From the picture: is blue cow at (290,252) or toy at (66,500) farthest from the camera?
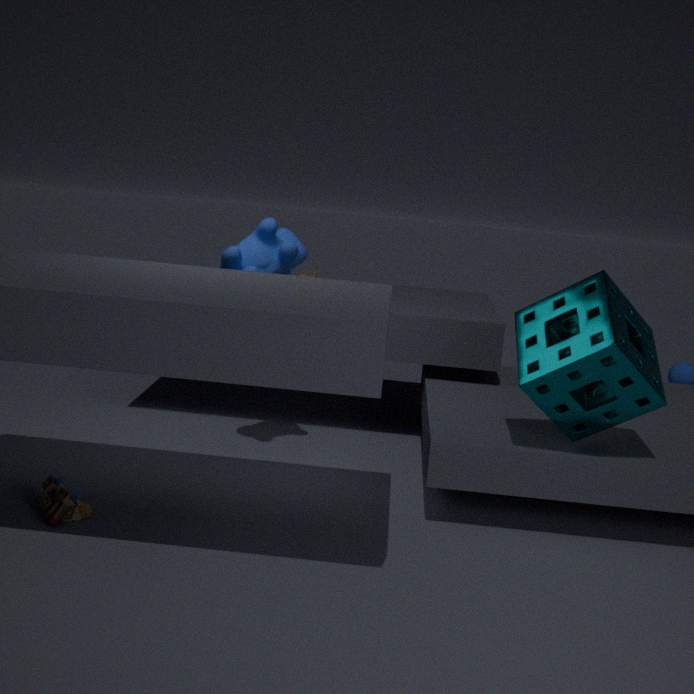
blue cow at (290,252)
